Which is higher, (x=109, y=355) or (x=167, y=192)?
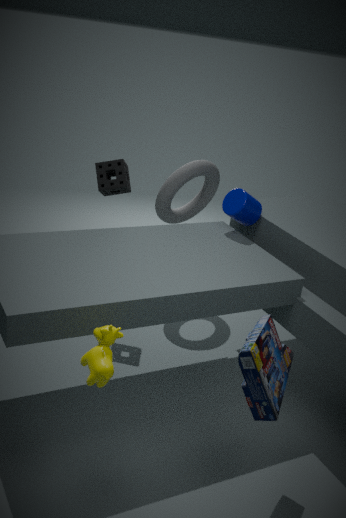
(x=167, y=192)
